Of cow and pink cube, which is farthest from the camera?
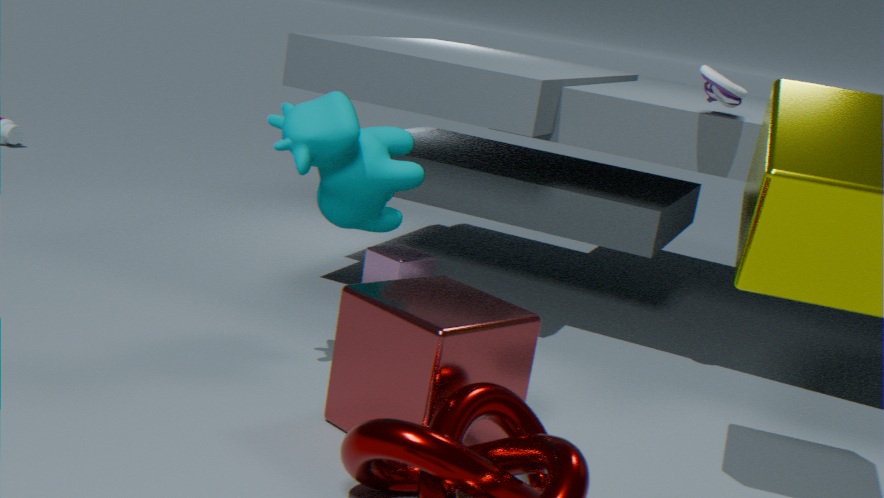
pink cube
